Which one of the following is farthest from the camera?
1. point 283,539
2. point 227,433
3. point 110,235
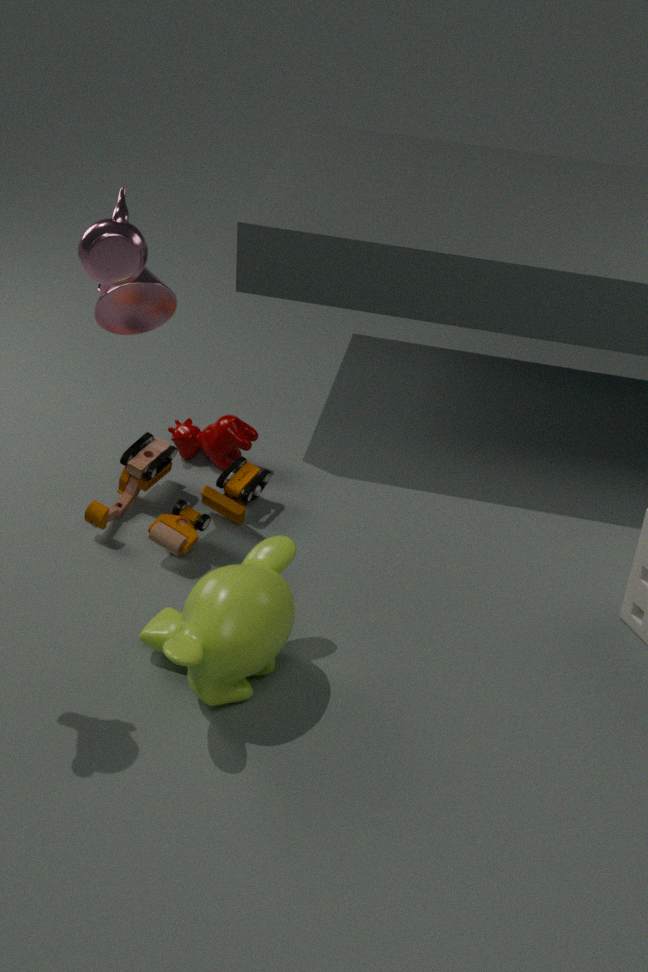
point 227,433
